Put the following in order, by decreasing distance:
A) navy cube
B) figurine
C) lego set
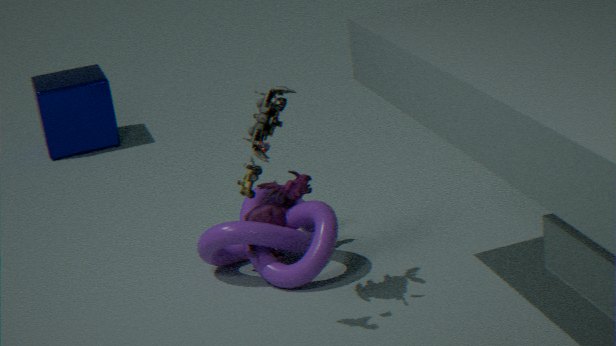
navy cube < figurine < lego set
